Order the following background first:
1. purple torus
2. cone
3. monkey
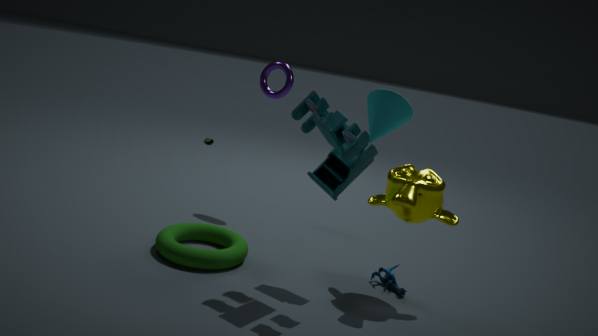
1. purple torus
2. monkey
3. cone
